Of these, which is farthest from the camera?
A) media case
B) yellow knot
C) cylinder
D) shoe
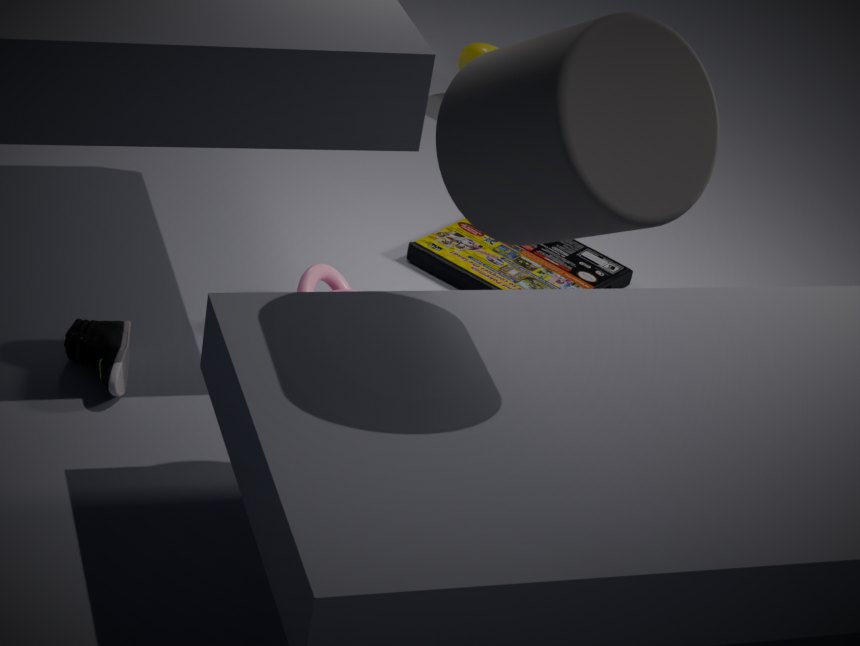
yellow knot
